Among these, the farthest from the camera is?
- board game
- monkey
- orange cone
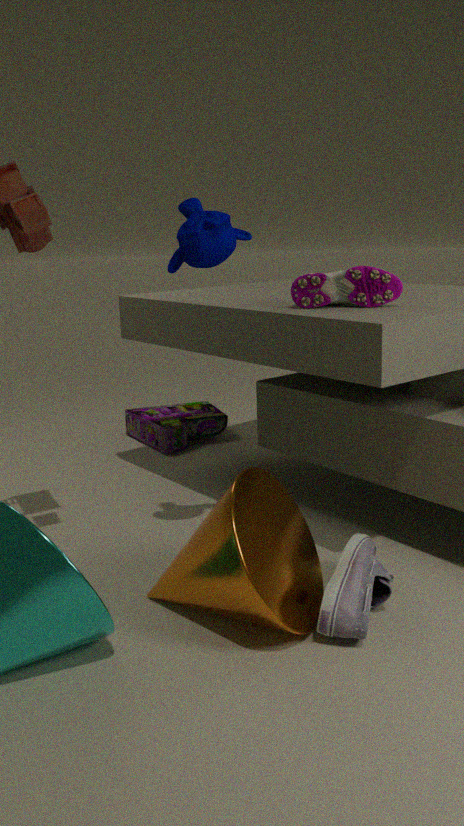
board game
